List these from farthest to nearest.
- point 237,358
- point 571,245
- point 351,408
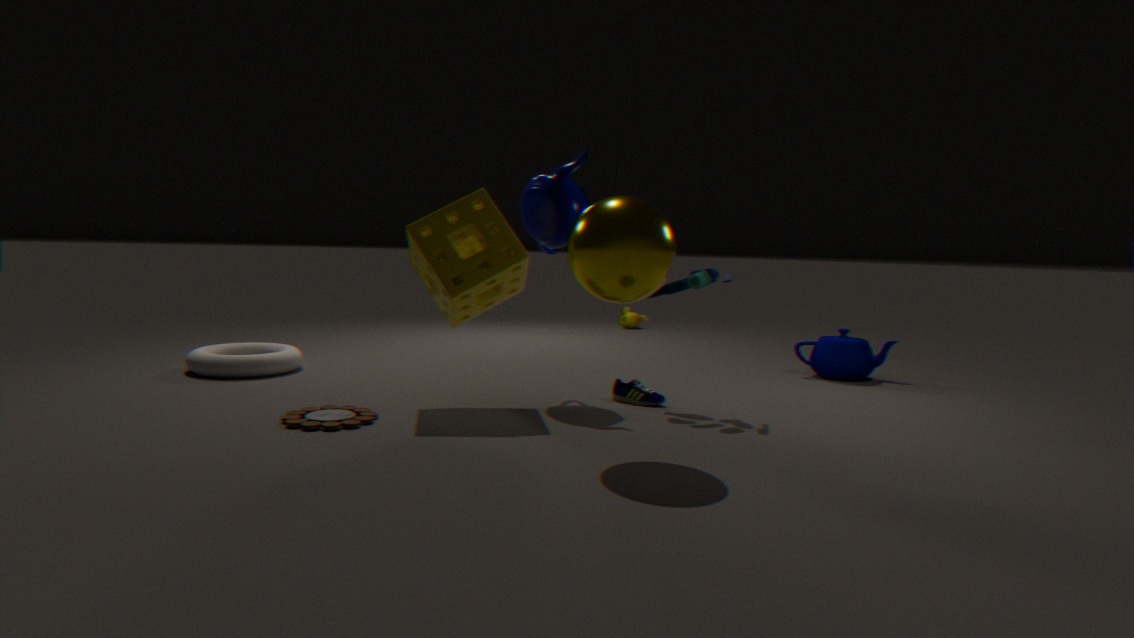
point 237,358, point 351,408, point 571,245
